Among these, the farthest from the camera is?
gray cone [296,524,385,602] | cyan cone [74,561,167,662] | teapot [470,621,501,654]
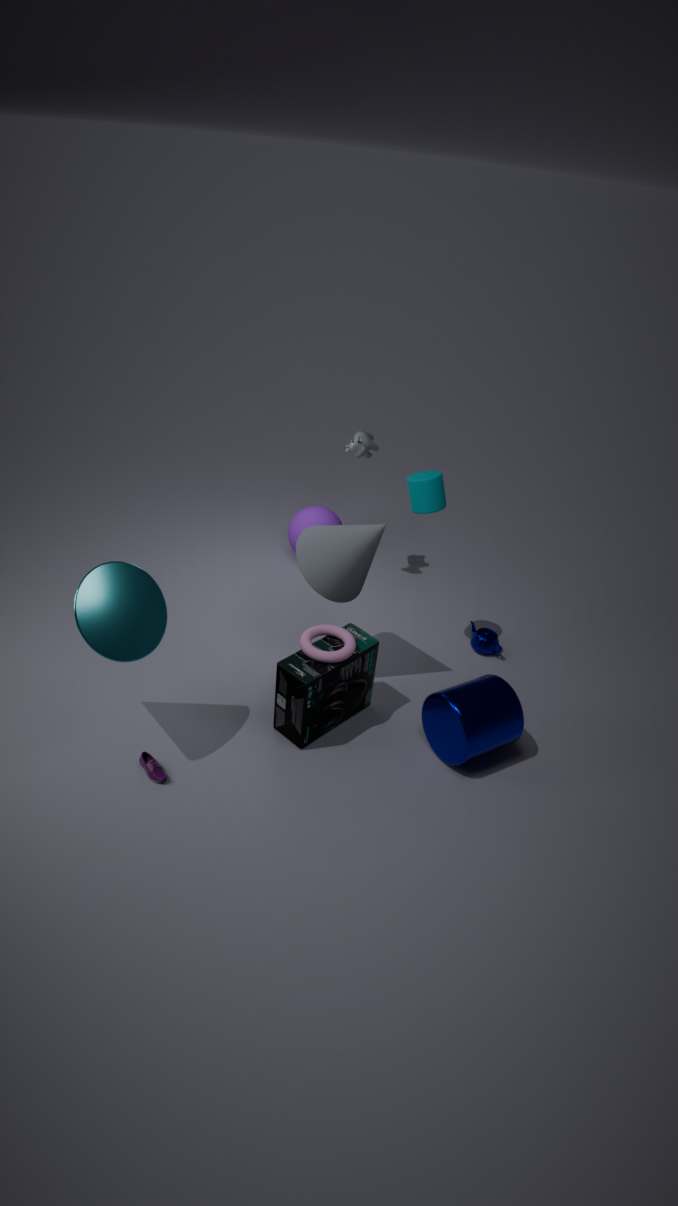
teapot [470,621,501,654]
